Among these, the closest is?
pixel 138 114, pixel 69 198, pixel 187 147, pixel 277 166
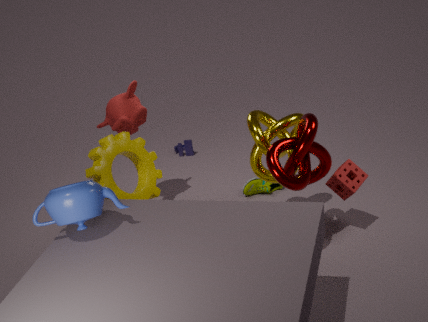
pixel 69 198
